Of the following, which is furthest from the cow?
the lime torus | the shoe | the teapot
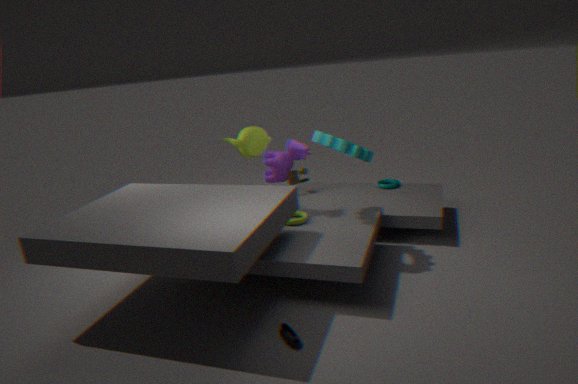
the shoe
